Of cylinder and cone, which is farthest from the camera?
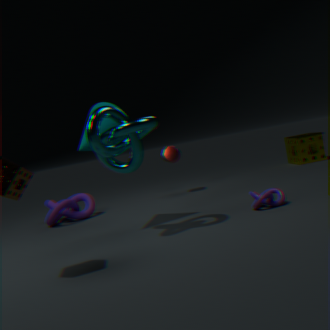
cylinder
